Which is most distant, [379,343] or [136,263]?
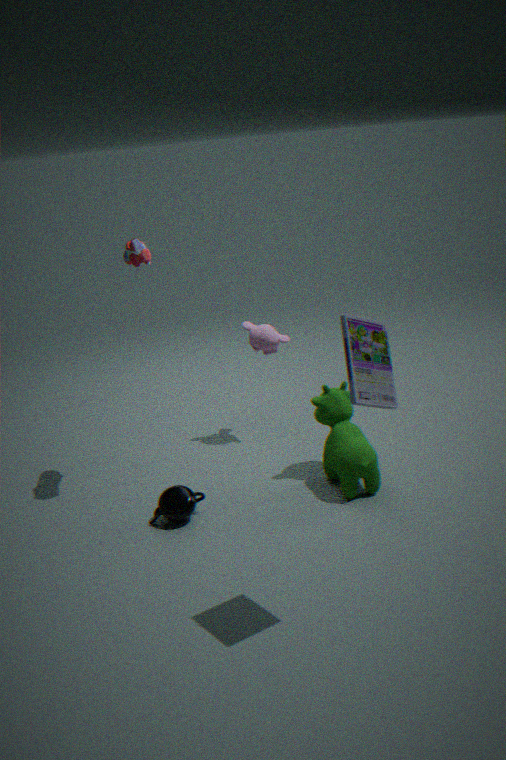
[136,263]
